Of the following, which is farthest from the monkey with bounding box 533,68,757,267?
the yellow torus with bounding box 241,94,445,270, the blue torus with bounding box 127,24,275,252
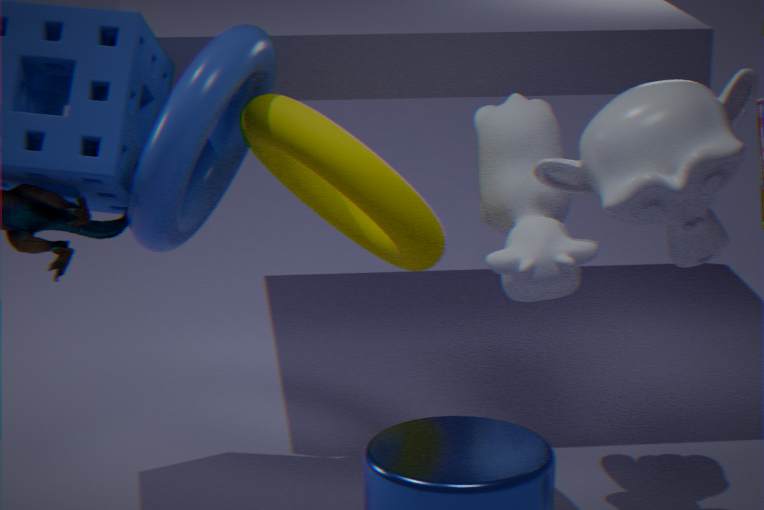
the blue torus with bounding box 127,24,275,252
